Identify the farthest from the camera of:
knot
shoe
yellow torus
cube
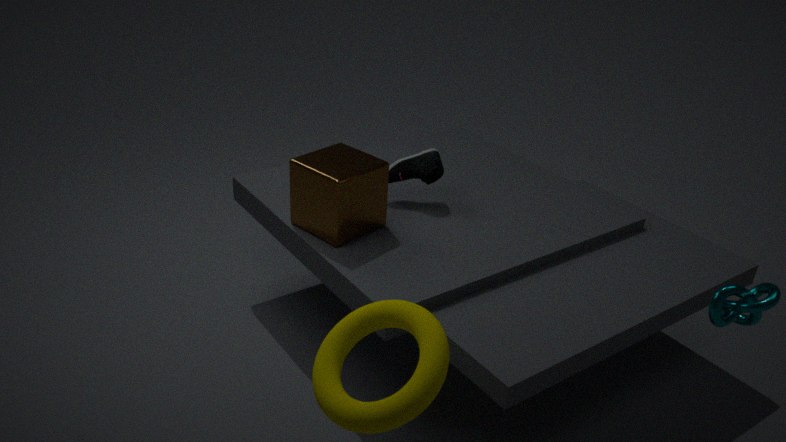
shoe
